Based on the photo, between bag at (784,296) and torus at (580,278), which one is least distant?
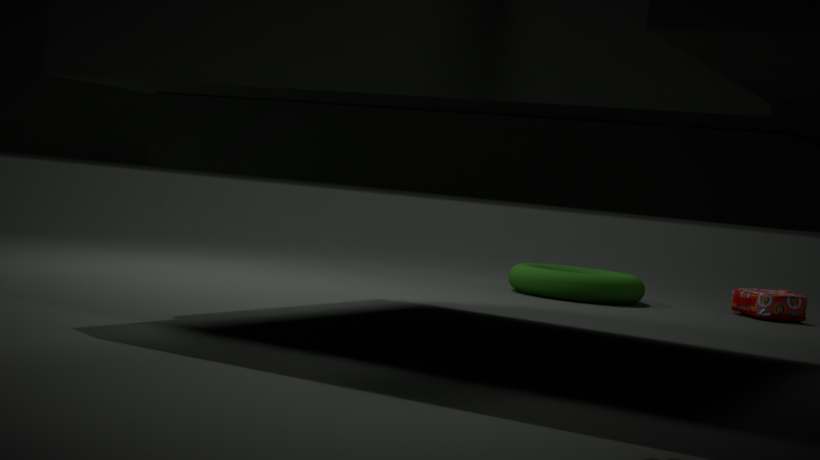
torus at (580,278)
